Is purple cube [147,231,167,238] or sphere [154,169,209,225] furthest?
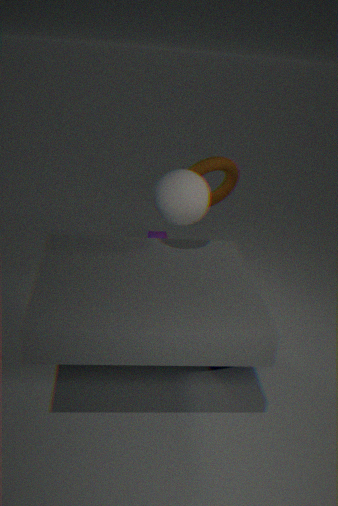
purple cube [147,231,167,238]
